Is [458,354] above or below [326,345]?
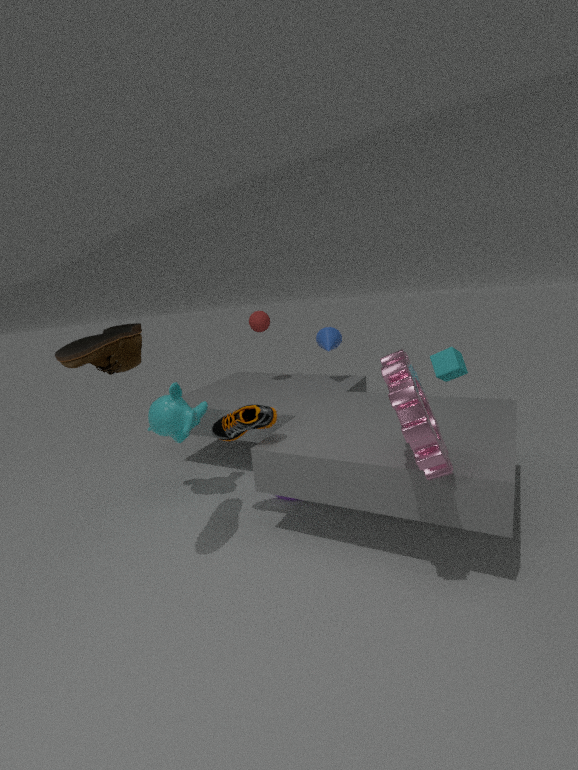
below
